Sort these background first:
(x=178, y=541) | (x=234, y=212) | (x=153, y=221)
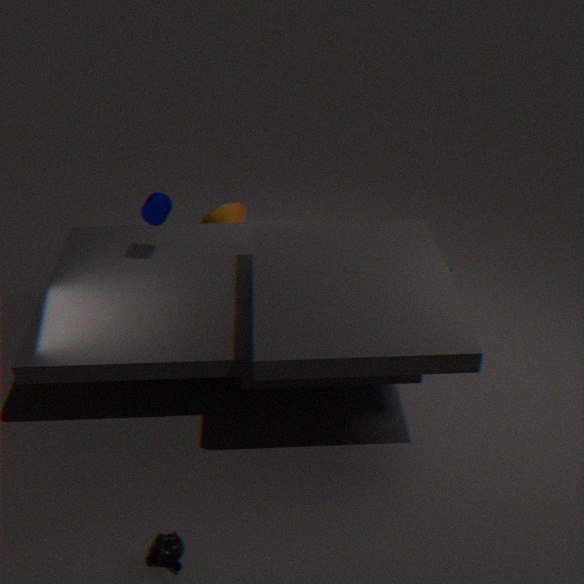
(x=234, y=212)
(x=153, y=221)
(x=178, y=541)
